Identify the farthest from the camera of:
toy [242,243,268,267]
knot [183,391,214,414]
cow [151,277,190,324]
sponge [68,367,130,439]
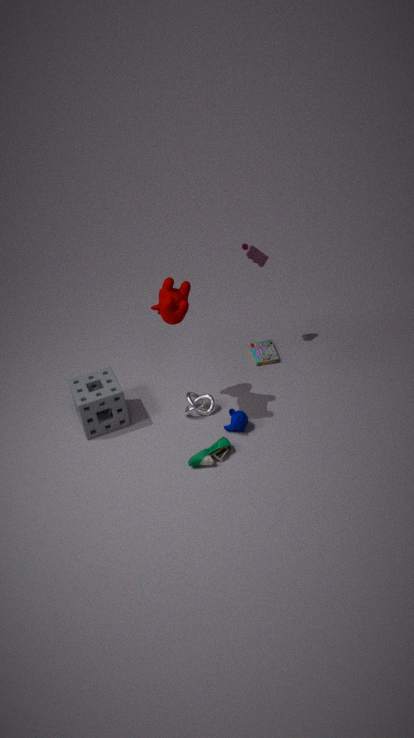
toy [242,243,268,267]
